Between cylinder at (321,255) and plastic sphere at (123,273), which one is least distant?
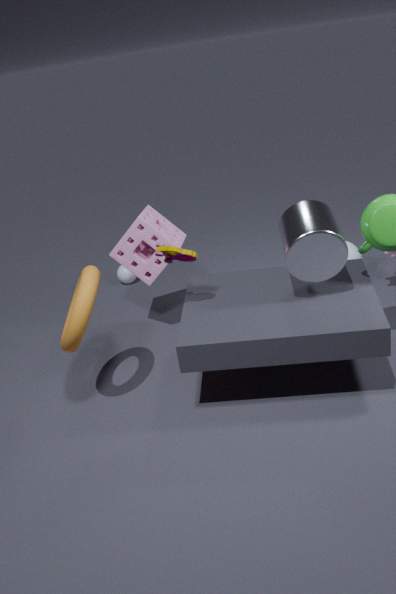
cylinder at (321,255)
